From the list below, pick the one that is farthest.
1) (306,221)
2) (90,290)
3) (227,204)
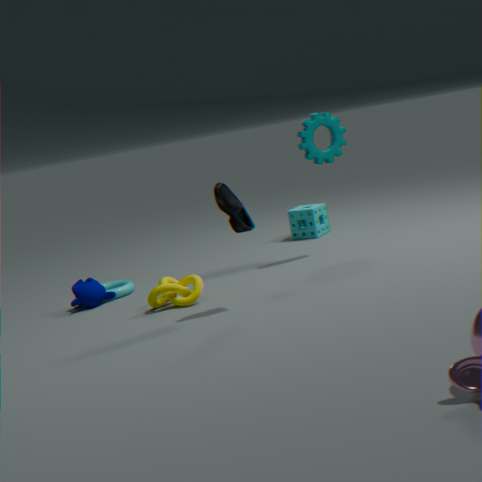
1. (306,221)
